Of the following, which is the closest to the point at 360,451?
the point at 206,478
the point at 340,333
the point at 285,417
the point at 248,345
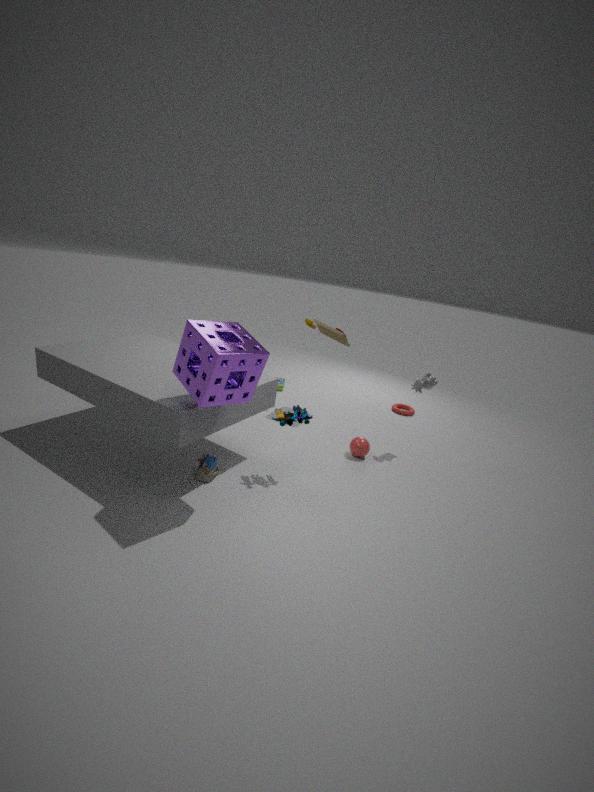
the point at 285,417
